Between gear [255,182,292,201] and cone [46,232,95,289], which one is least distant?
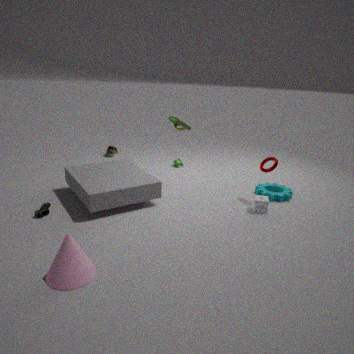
cone [46,232,95,289]
